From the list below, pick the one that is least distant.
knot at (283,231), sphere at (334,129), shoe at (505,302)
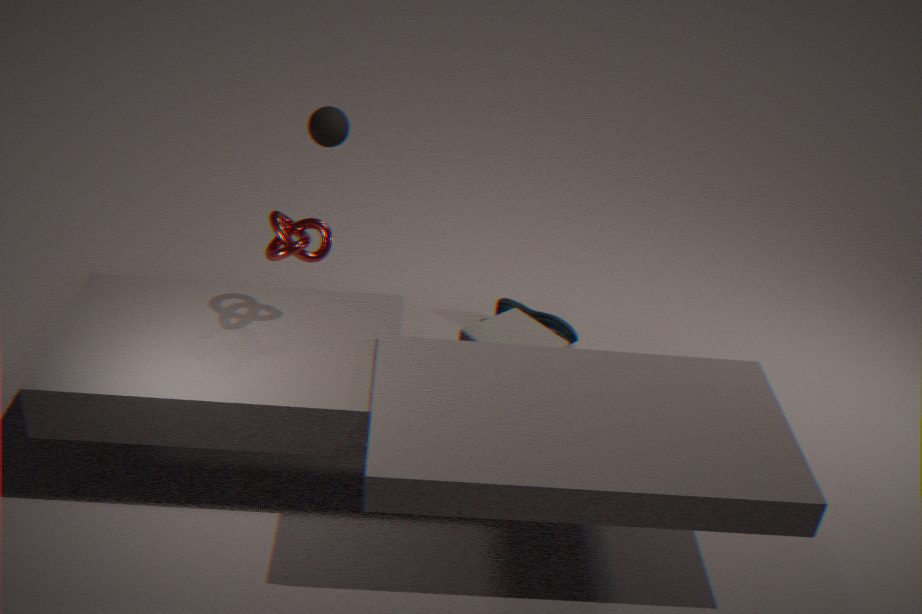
knot at (283,231)
